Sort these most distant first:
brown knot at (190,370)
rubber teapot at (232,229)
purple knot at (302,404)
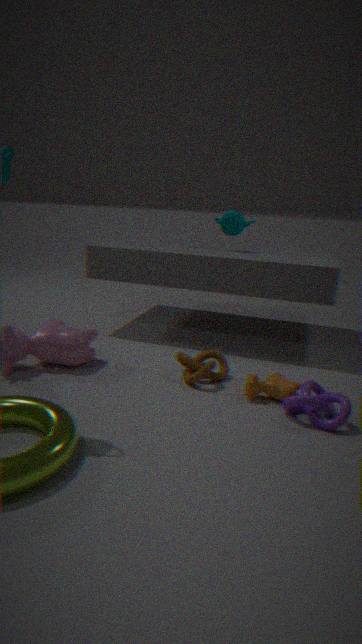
1. rubber teapot at (232,229)
2. brown knot at (190,370)
3. purple knot at (302,404)
